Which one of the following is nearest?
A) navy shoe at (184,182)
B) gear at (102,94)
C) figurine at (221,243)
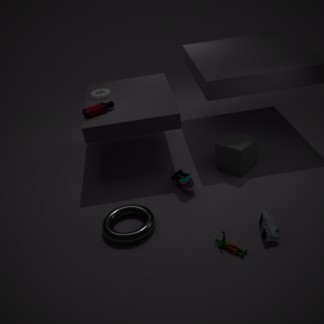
figurine at (221,243)
